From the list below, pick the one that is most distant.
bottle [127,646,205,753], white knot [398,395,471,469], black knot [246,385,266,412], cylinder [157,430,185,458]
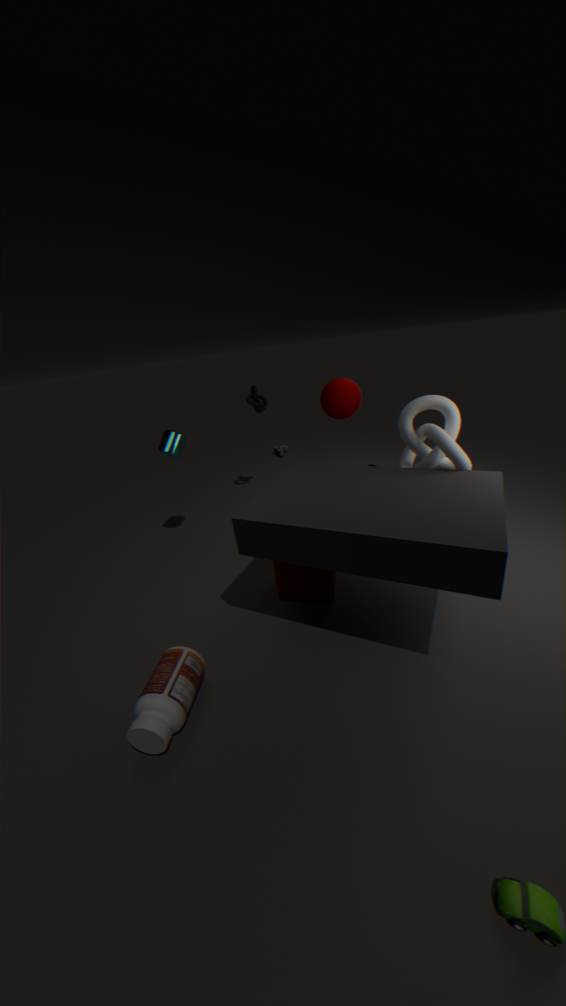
black knot [246,385,266,412]
